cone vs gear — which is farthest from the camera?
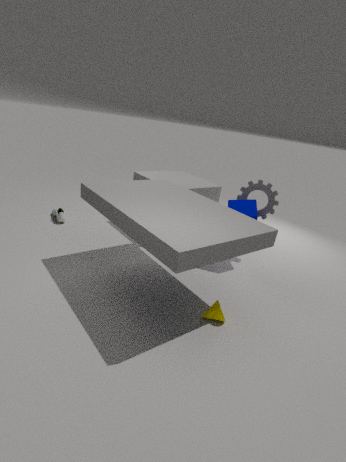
gear
